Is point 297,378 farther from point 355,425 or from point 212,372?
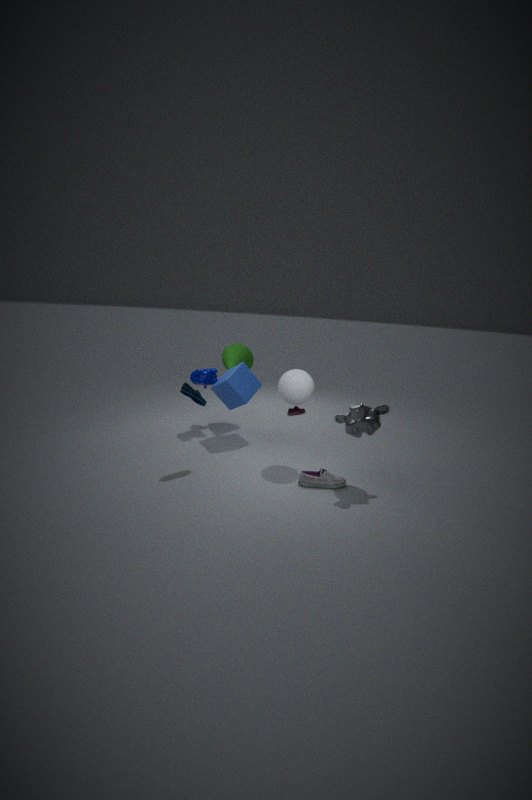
point 212,372
